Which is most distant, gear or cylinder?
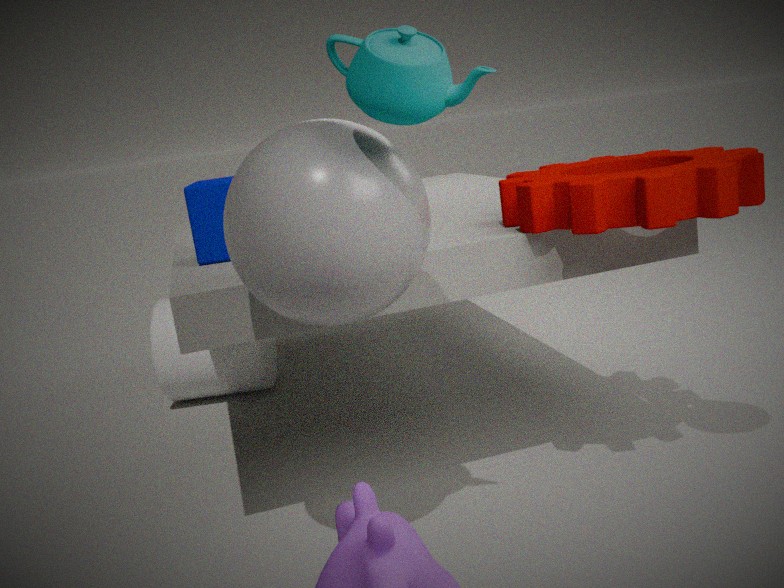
cylinder
